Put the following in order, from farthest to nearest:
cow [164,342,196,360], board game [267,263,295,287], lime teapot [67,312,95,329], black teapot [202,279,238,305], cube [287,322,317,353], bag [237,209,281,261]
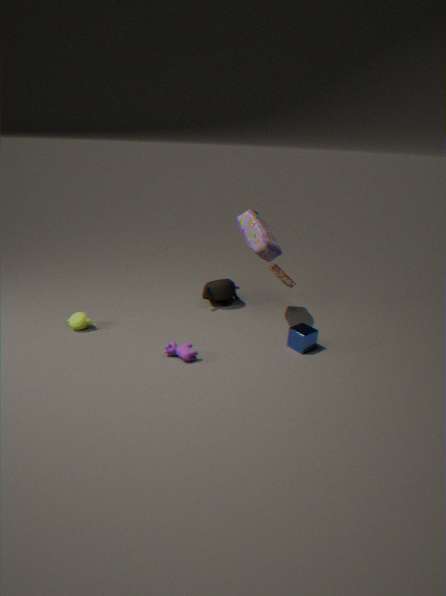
1. black teapot [202,279,238,305]
2. board game [267,263,295,287]
3. lime teapot [67,312,95,329]
4. bag [237,209,281,261]
5. cube [287,322,317,353]
6. cow [164,342,196,360]
